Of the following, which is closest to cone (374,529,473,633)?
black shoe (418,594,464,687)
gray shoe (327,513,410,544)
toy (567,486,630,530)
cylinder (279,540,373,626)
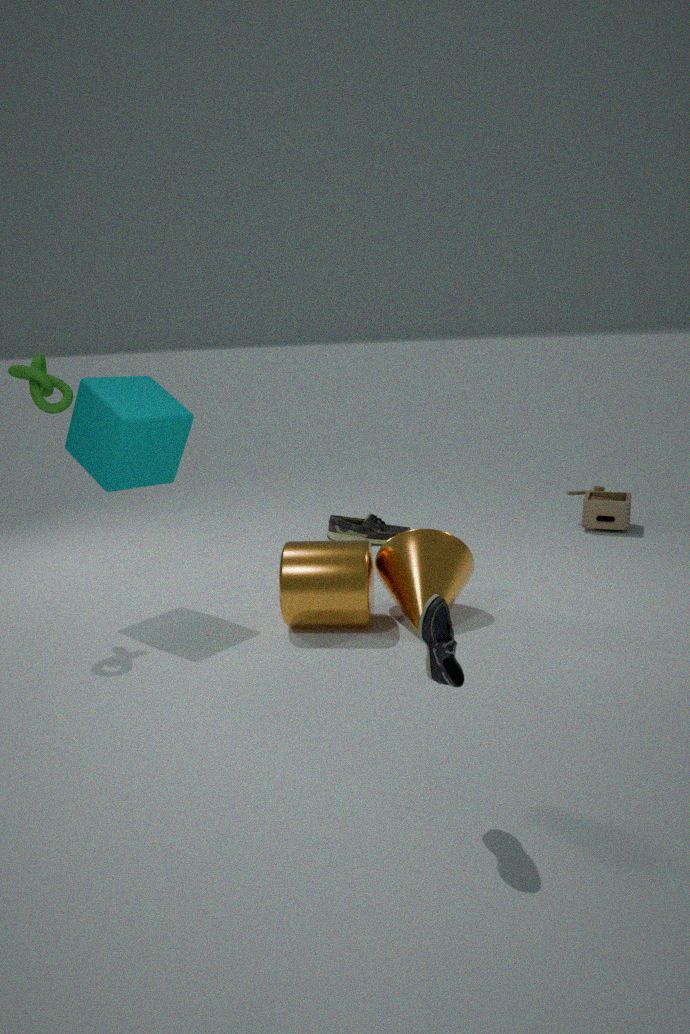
cylinder (279,540,373,626)
